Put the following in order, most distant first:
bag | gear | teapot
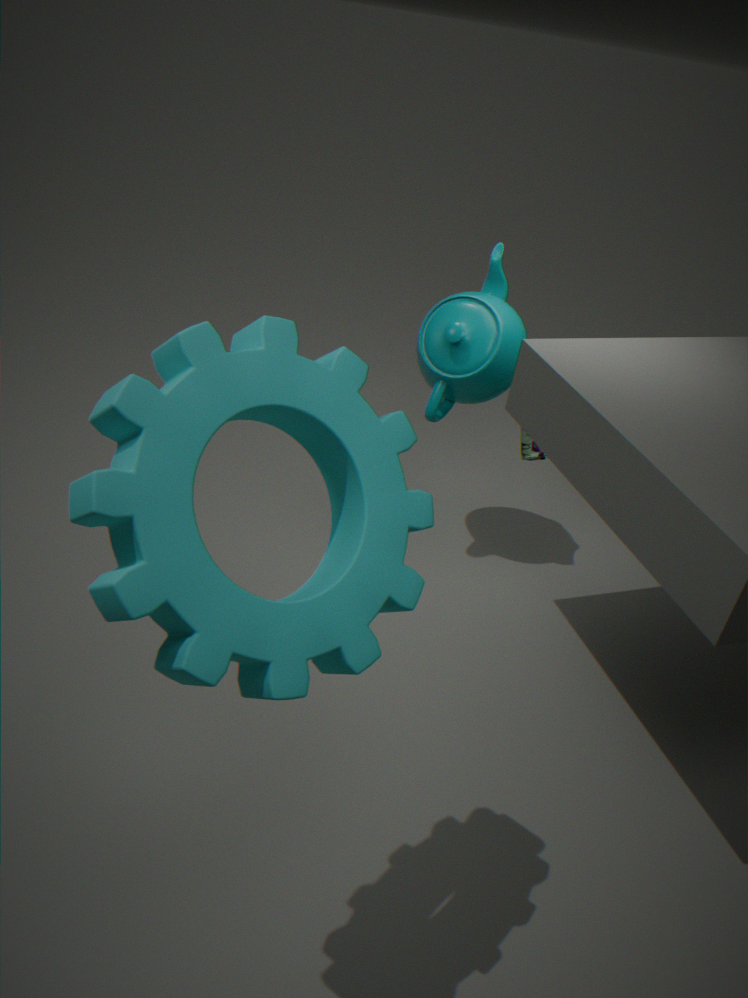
bag, teapot, gear
